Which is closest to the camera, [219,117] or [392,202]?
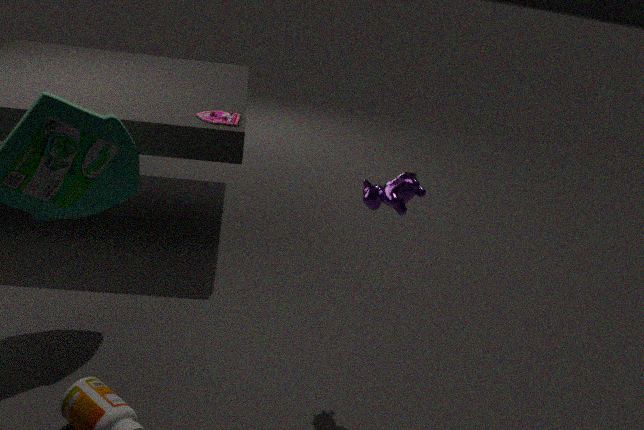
[392,202]
